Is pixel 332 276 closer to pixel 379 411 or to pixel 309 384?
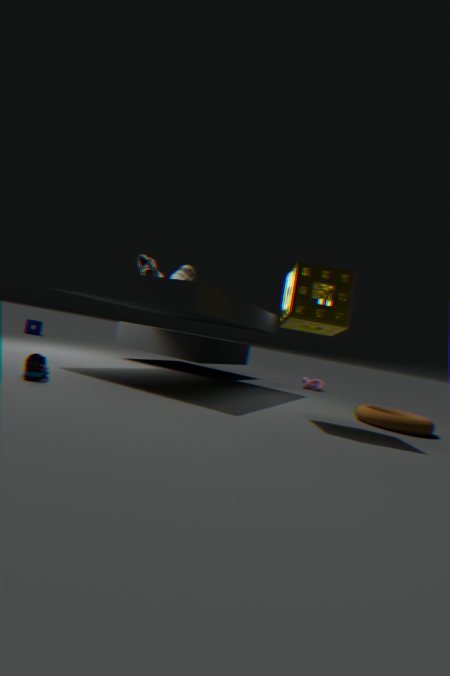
pixel 379 411
